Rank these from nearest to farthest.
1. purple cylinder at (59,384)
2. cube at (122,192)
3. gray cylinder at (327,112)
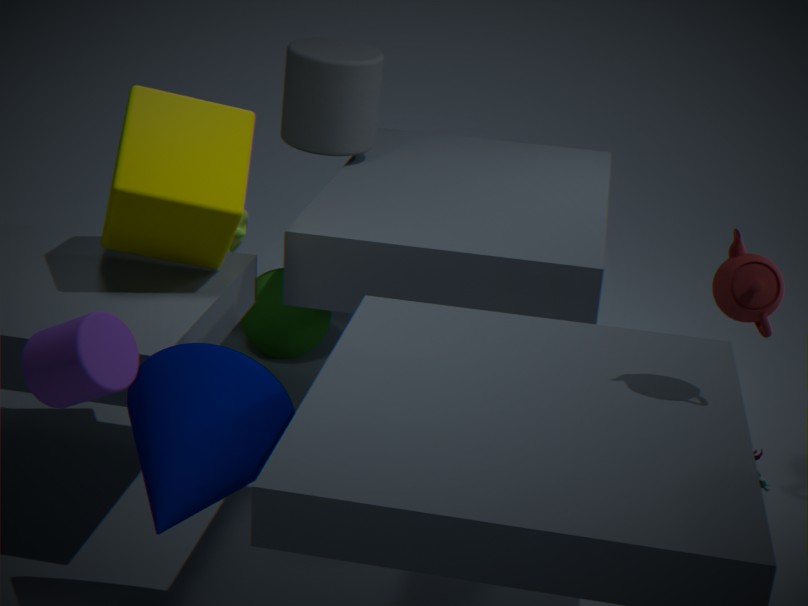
purple cylinder at (59,384), cube at (122,192), gray cylinder at (327,112)
